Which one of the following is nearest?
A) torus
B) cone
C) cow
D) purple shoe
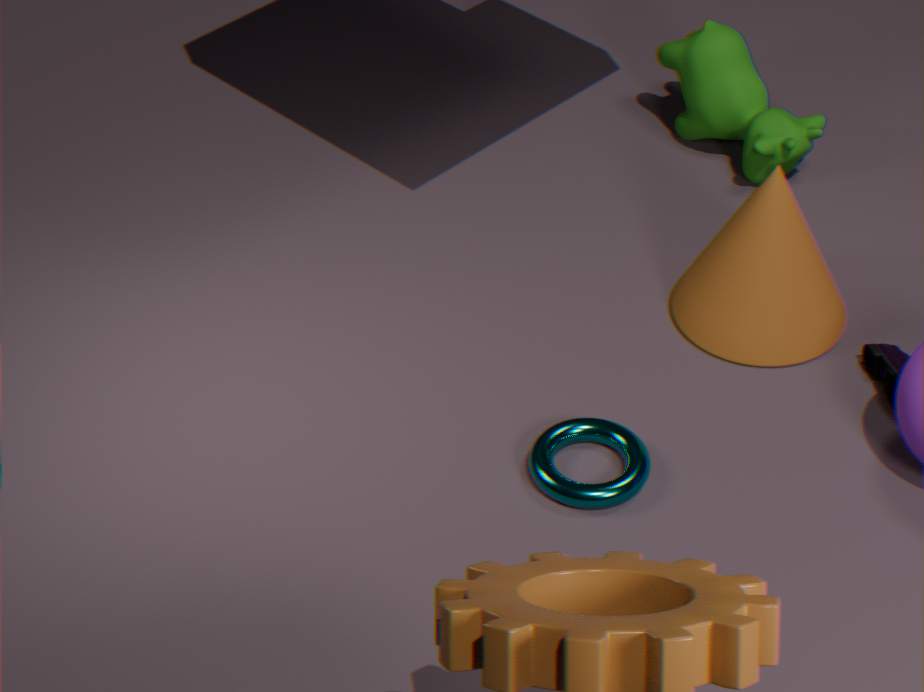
torus
